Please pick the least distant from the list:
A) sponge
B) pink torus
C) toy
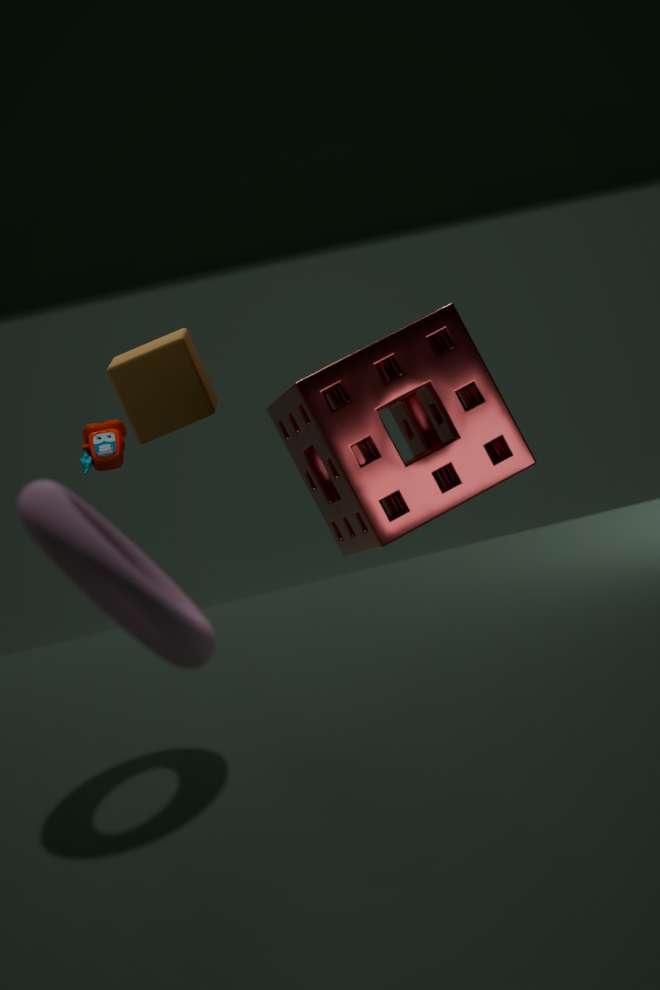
pink torus
